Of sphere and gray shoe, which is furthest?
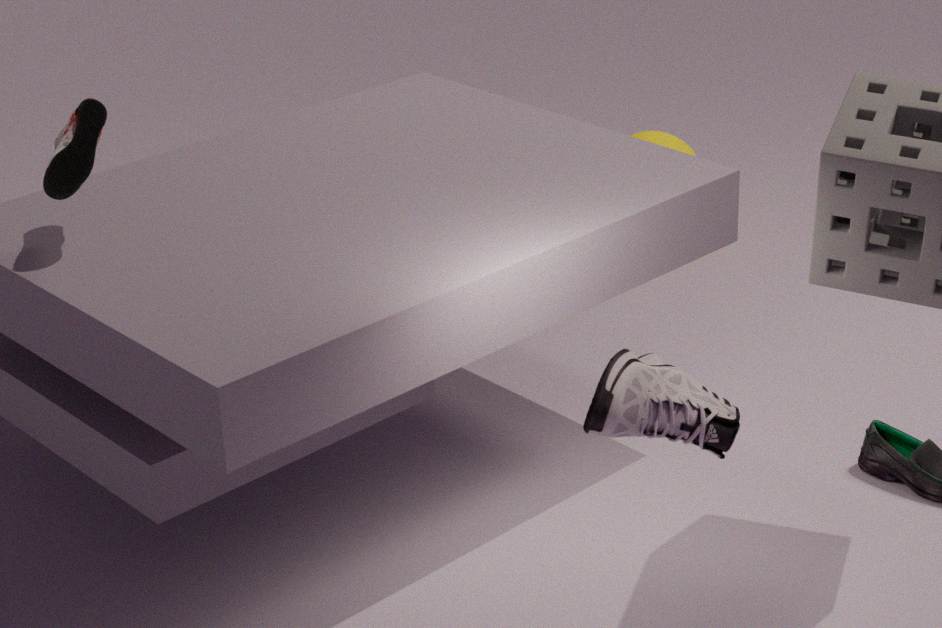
sphere
